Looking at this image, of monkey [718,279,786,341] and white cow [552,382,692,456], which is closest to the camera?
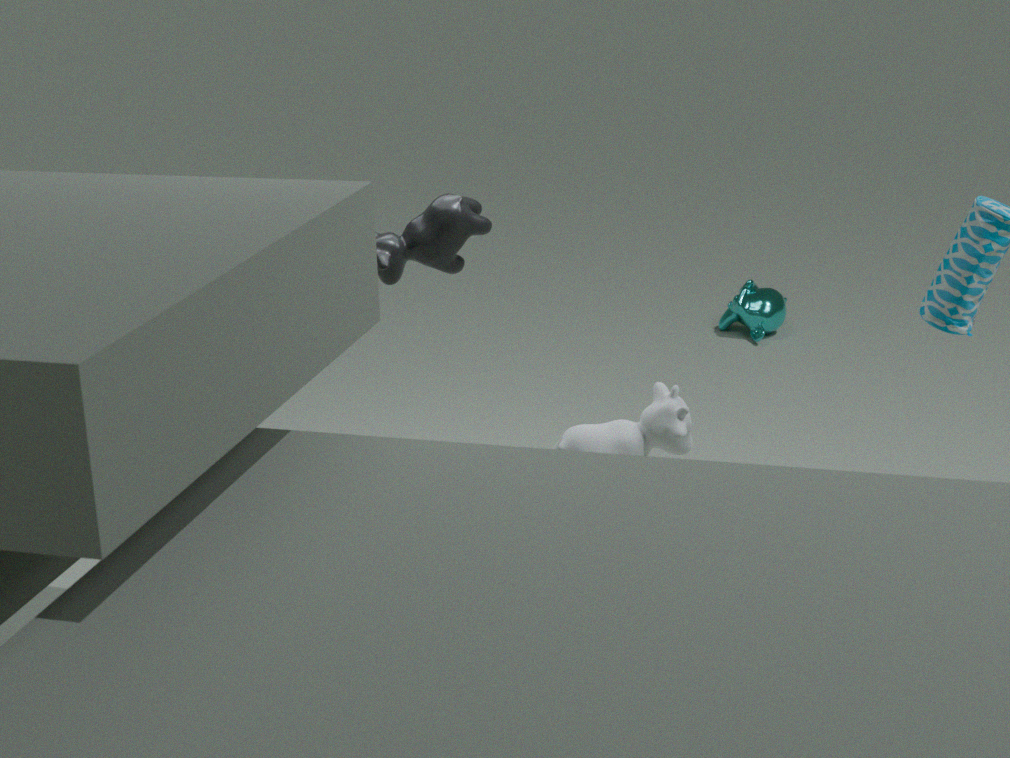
white cow [552,382,692,456]
